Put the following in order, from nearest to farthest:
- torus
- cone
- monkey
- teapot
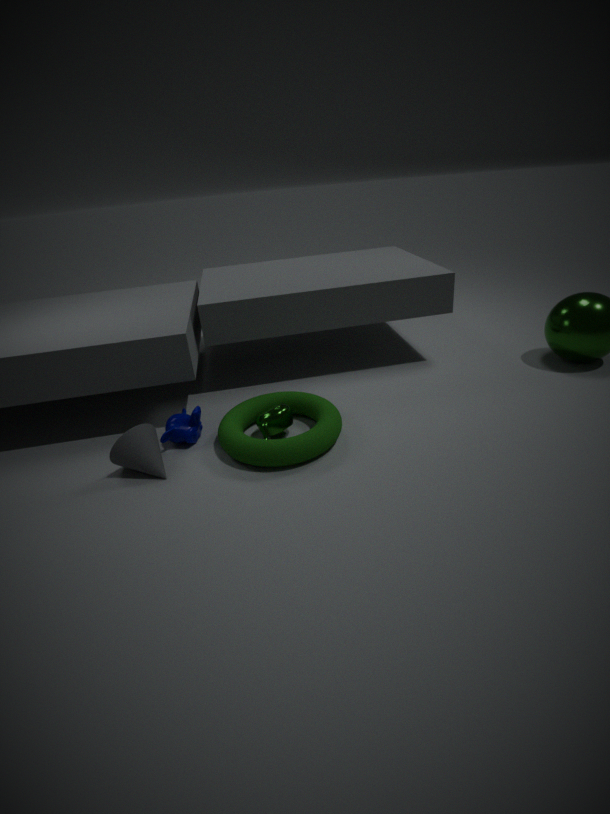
torus → cone → teapot → monkey
